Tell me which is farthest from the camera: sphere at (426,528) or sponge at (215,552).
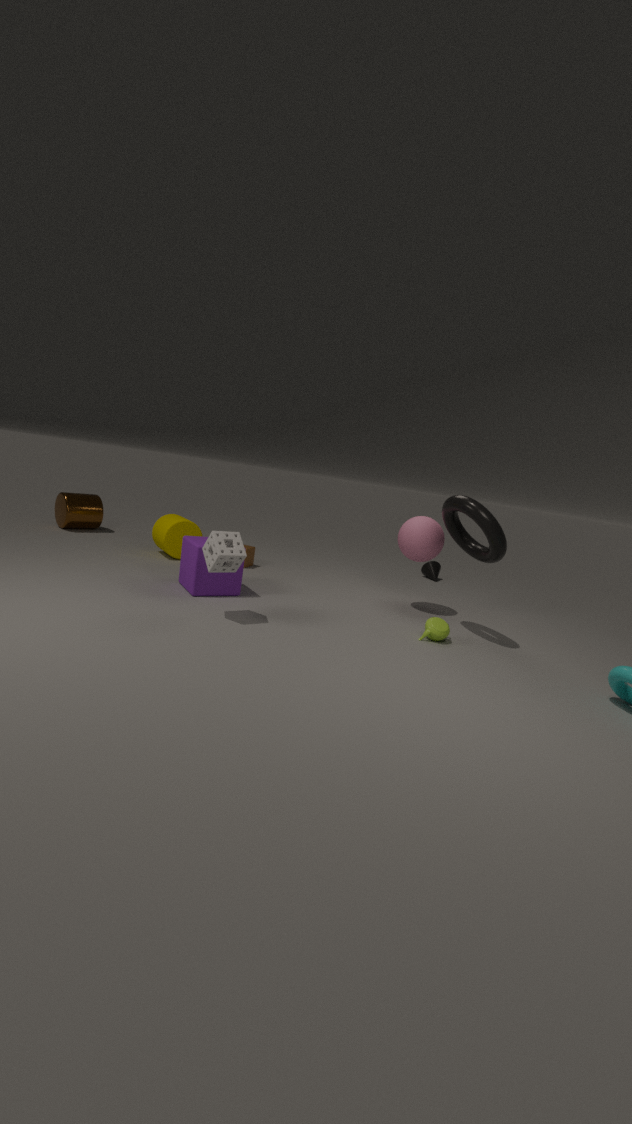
sphere at (426,528)
